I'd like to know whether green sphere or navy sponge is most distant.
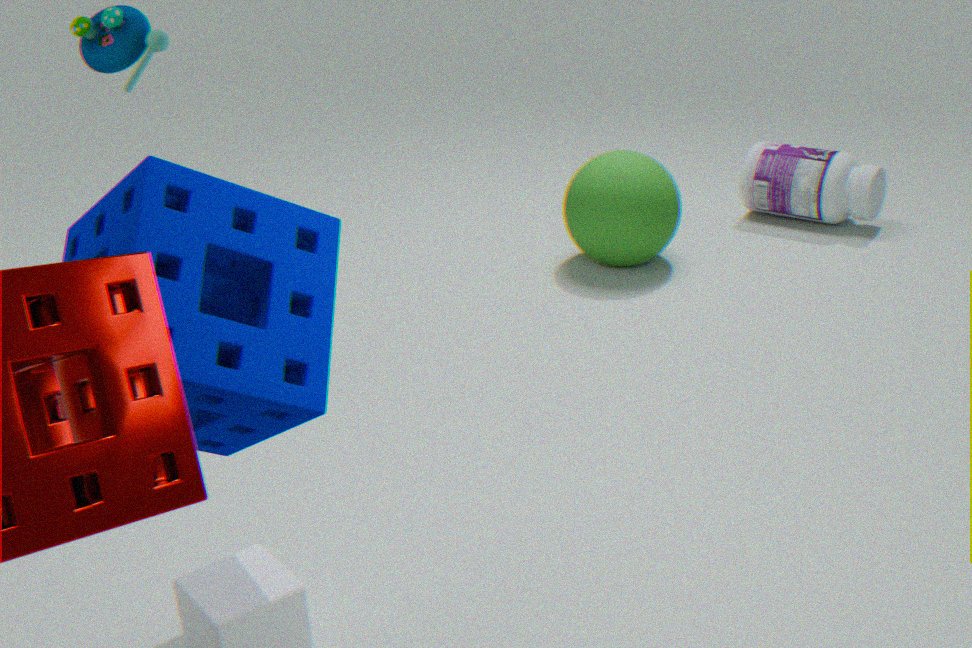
green sphere
